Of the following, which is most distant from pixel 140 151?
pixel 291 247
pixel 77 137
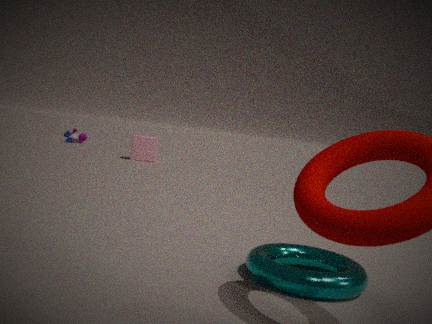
pixel 291 247
